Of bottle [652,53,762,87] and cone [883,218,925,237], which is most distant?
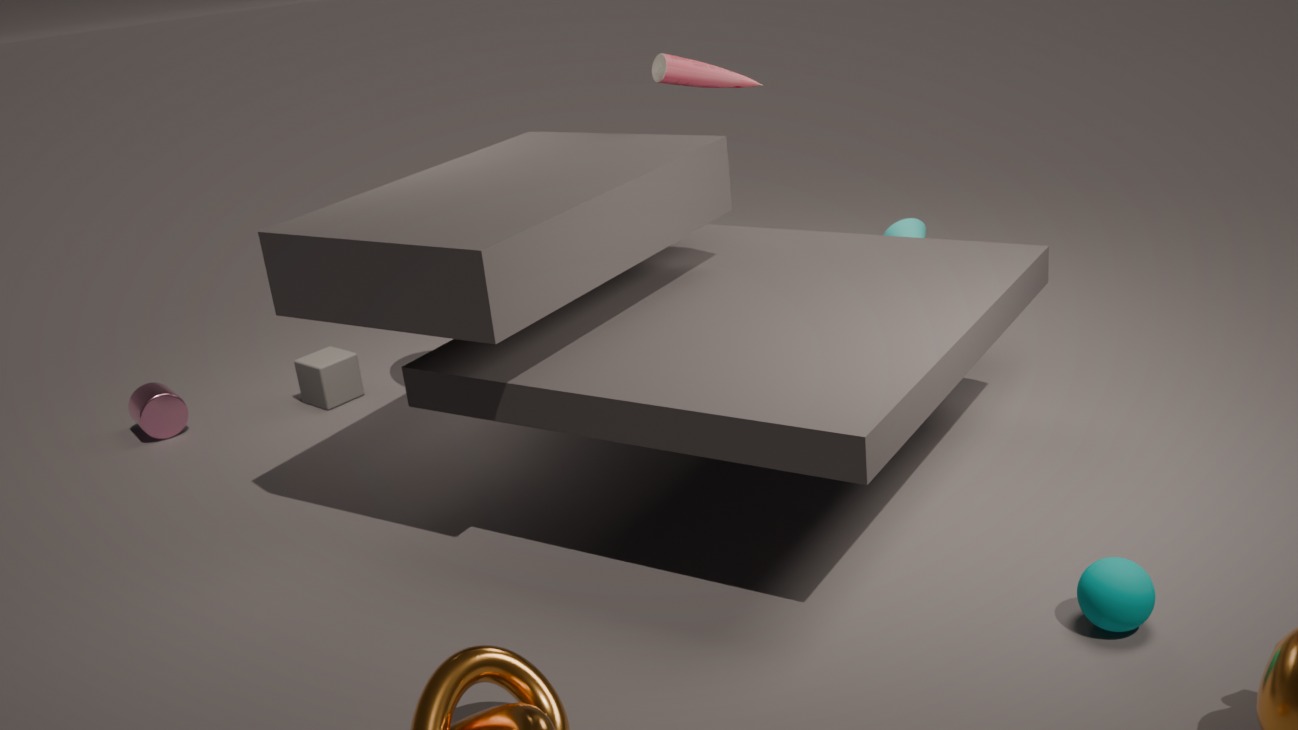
cone [883,218,925,237]
